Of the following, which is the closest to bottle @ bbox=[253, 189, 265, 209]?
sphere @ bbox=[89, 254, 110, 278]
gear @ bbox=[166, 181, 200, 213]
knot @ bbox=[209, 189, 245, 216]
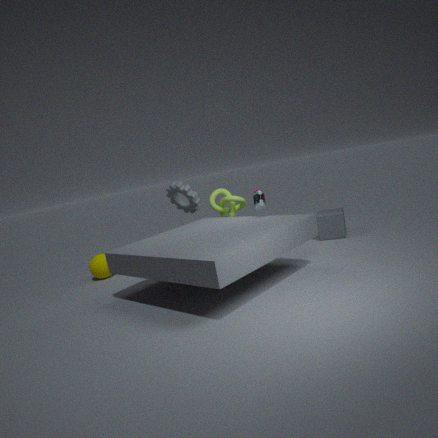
knot @ bbox=[209, 189, 245, 216]
